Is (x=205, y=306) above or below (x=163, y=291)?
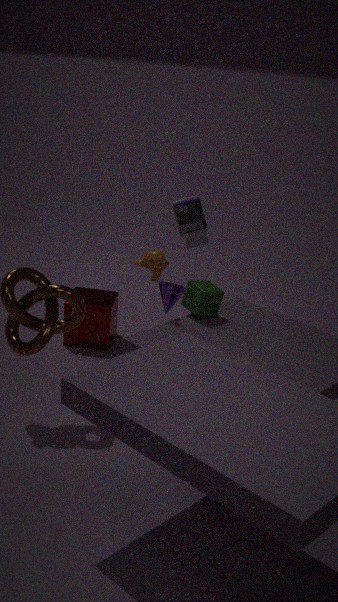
above
